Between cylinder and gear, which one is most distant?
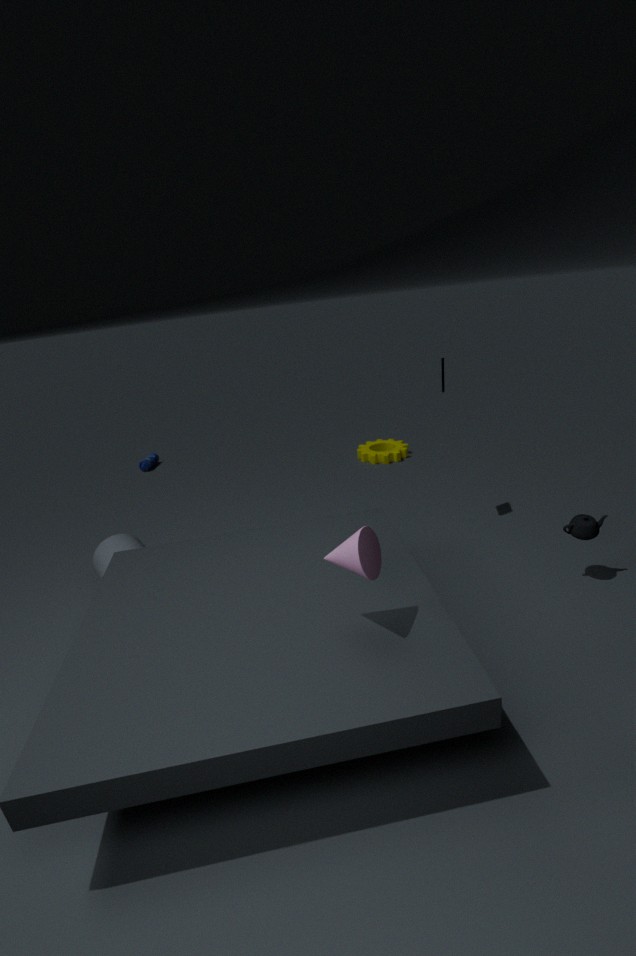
gear
